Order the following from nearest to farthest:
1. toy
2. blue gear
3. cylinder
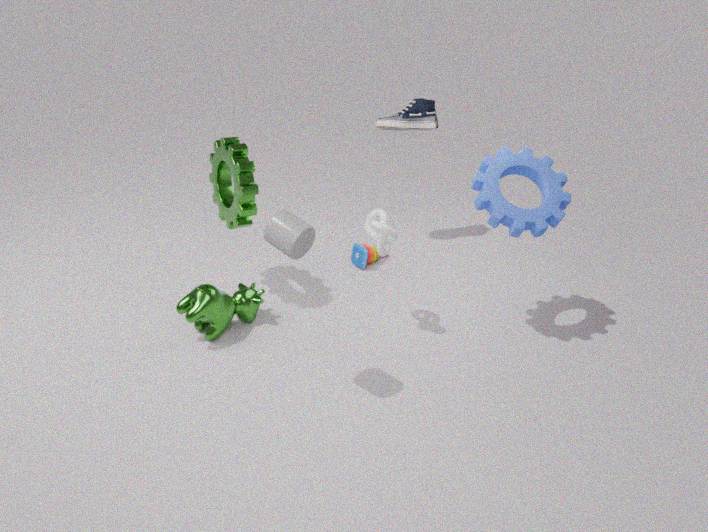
cylinder < blue gear < toy
